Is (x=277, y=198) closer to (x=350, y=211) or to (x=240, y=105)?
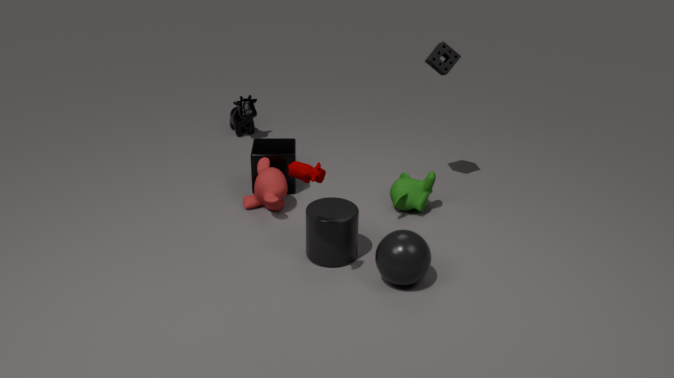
(x=350, y=211)
